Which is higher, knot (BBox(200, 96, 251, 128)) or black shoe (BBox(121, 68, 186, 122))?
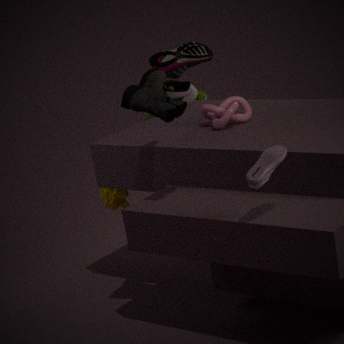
black shoe (BBox(121, 68, 186, 122))
